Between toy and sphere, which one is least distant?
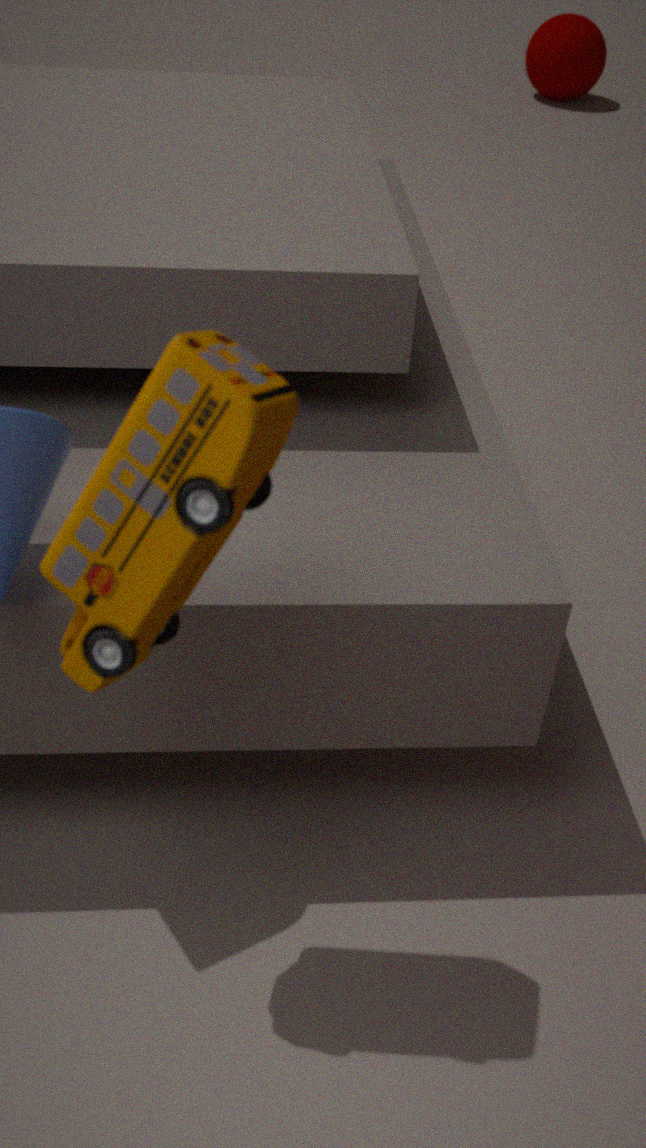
toy
